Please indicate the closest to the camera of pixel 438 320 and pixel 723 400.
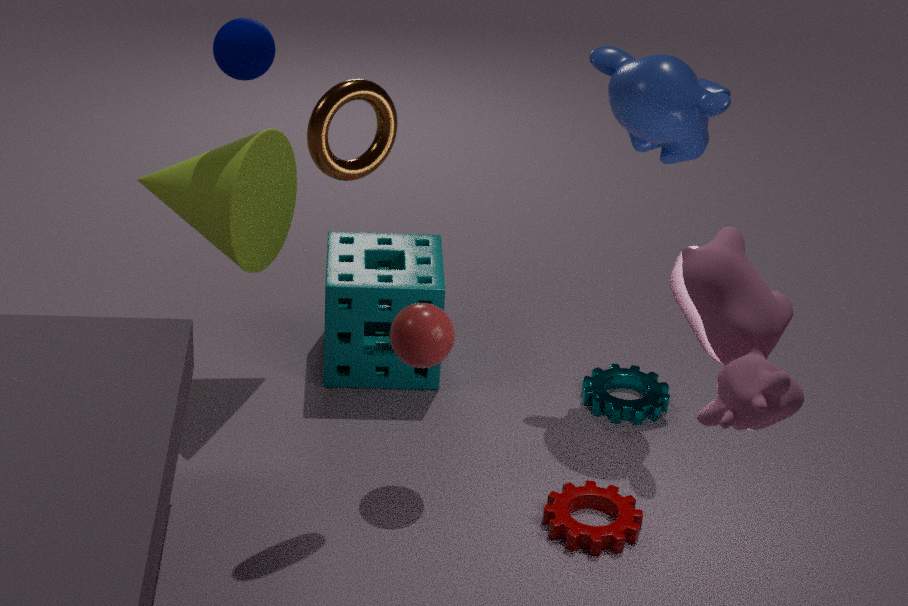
pixel 723 400
